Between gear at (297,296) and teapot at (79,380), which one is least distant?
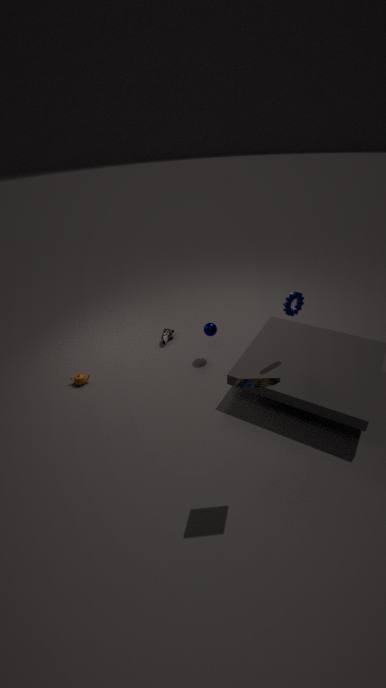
gear at (297,296)
